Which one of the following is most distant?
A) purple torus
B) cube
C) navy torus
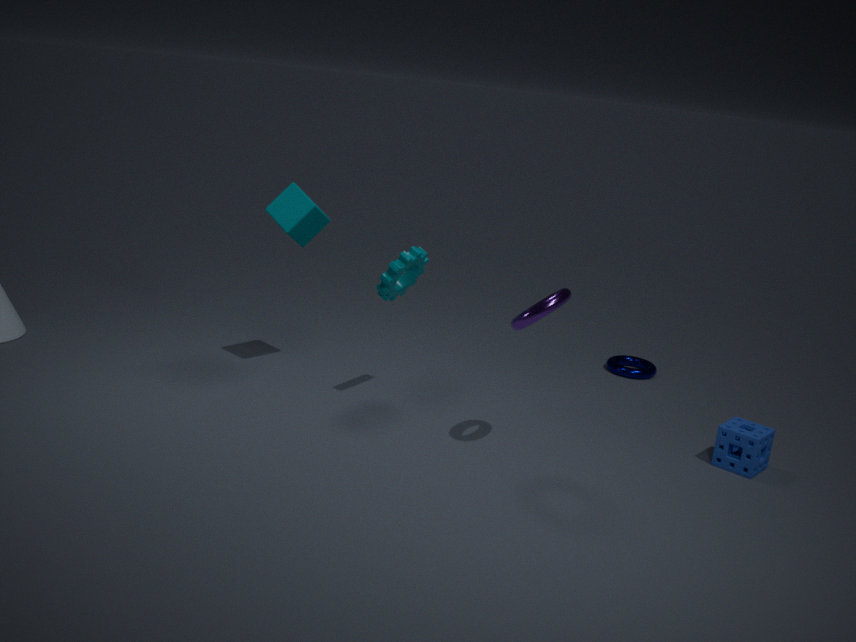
navy torus
